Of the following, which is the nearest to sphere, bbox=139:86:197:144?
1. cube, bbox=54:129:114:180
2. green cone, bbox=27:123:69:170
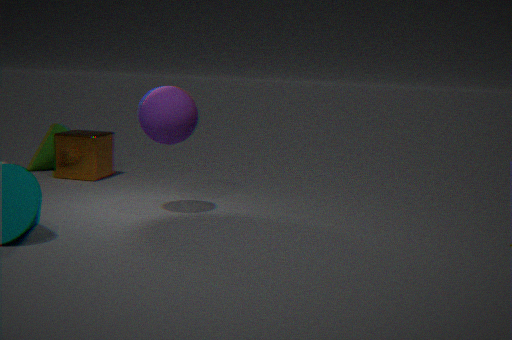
cube, bbox=54:129:114:180
